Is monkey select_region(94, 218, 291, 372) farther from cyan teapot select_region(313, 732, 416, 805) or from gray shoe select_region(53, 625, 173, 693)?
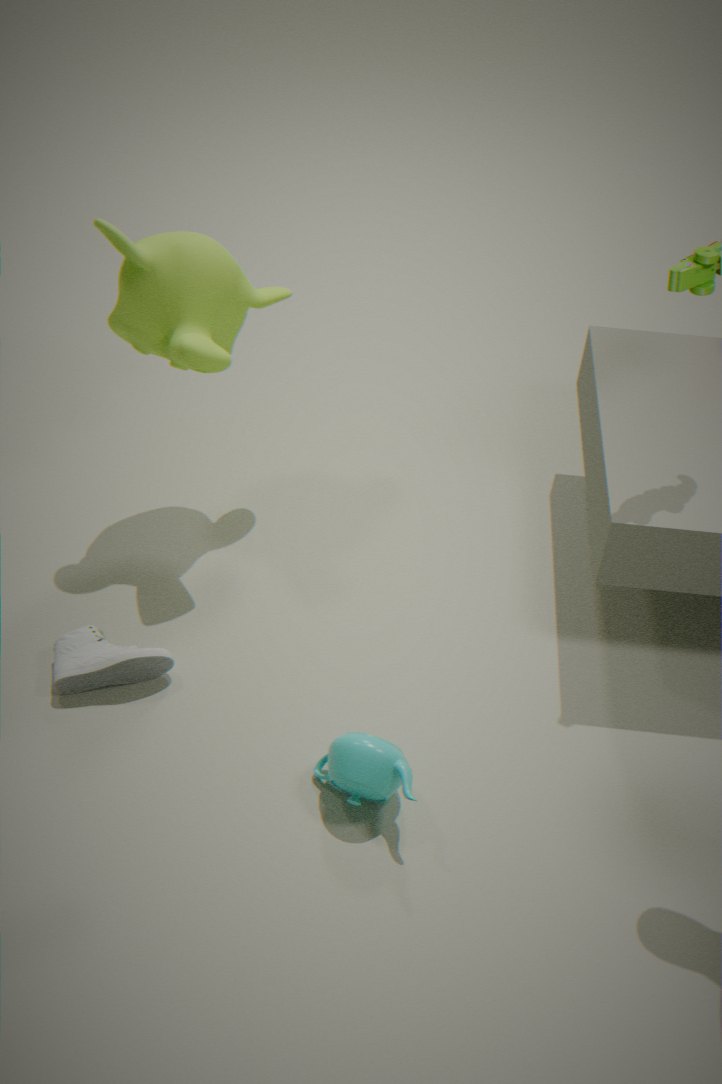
cyan teapot select_region(313, 732, 416, 805)
